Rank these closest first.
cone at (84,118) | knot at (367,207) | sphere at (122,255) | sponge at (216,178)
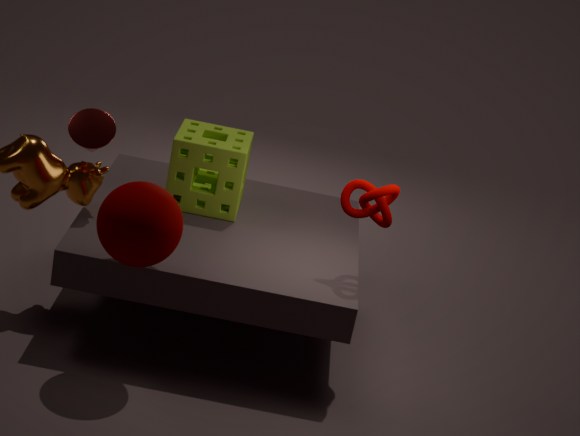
sphere at (122,255) → knot at (367,207) → cone at (84,118) → sponge at (216,178)
